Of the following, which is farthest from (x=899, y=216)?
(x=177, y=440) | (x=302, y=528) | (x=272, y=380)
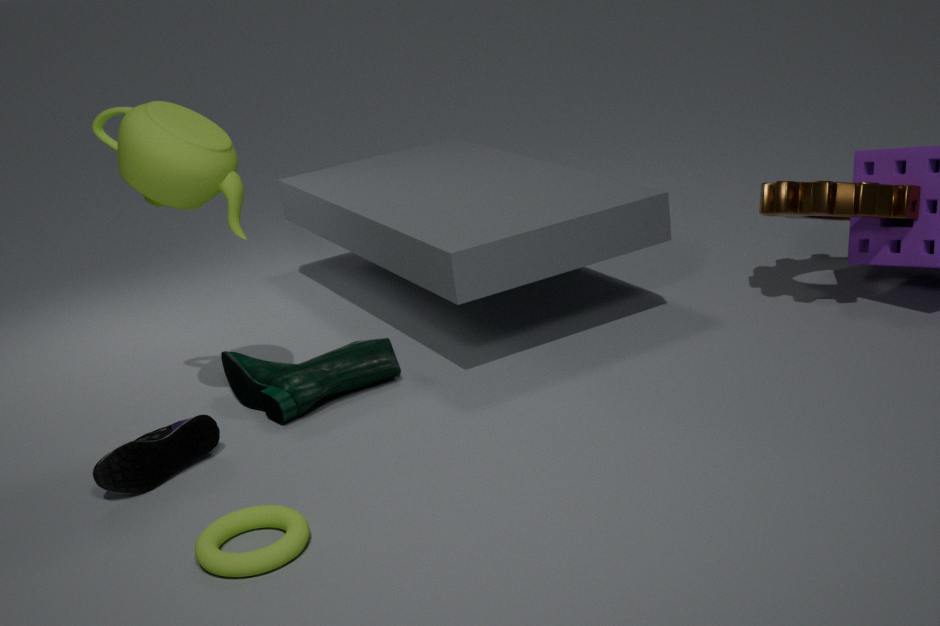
(x=177, y=440)
